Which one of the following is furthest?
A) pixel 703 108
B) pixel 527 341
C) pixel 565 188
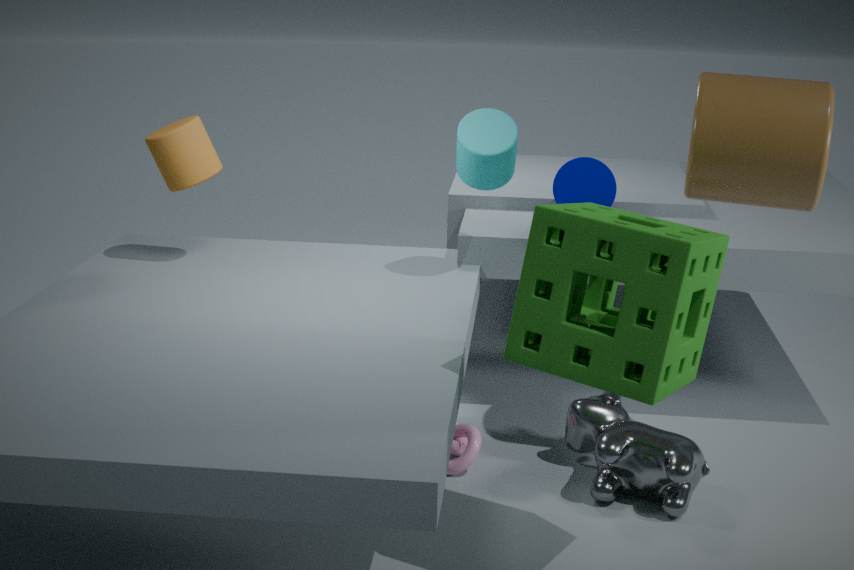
pixel 565 188
